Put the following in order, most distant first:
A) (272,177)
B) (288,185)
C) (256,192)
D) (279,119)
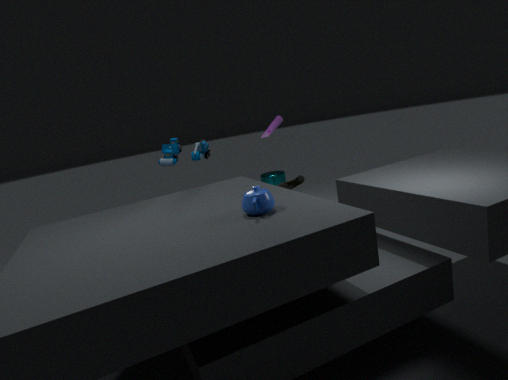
(272,177) → (288,185) → (279,119) → (256,192)
